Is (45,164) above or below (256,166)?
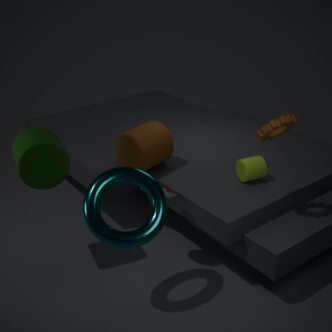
above
